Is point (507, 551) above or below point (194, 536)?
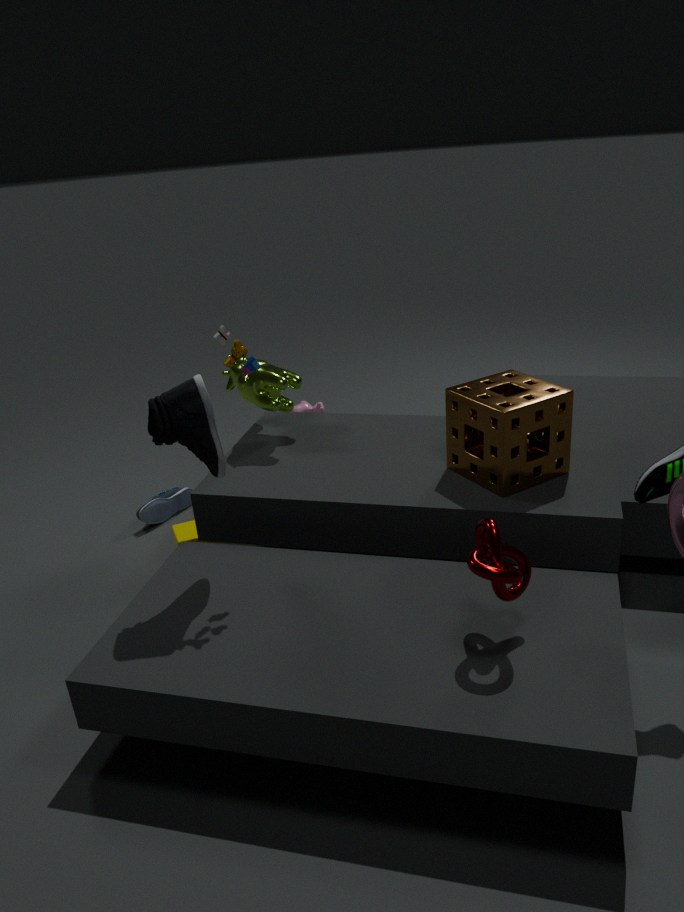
above
